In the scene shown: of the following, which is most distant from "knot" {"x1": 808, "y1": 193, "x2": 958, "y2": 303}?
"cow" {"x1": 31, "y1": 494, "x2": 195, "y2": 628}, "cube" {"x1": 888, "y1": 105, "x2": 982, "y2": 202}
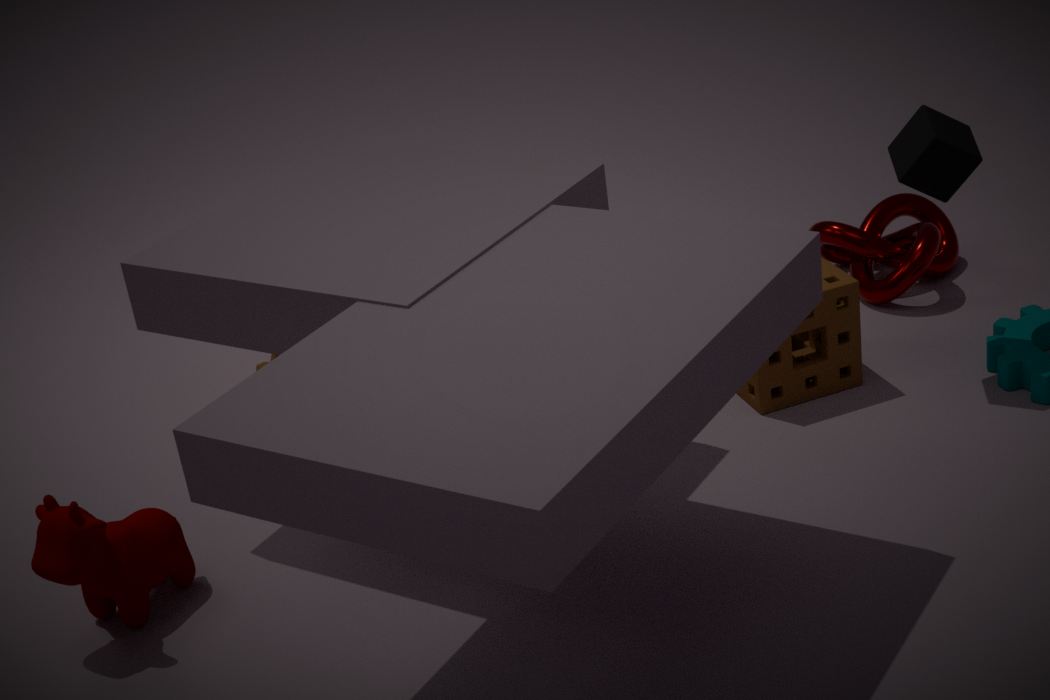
"cow" {"x1": 31, "y1": 494, "x2": 195, "y2": 628}
